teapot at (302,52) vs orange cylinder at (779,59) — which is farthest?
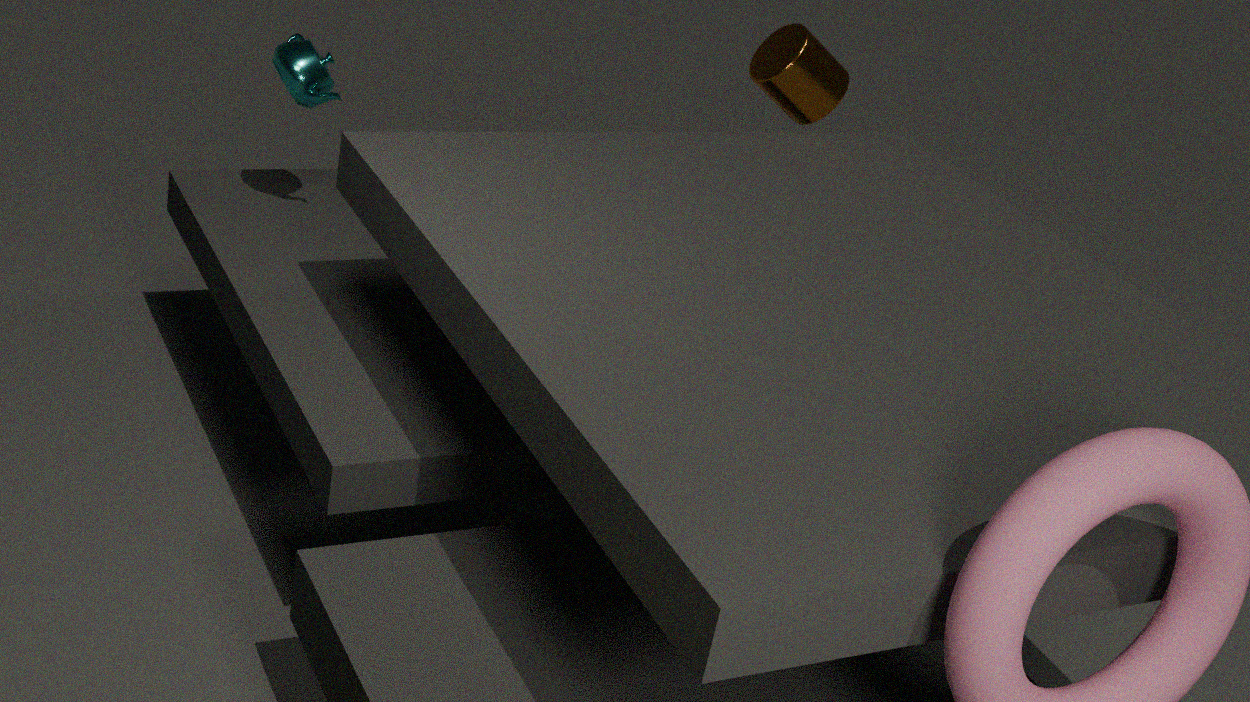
orange cylinder at (779,59)
